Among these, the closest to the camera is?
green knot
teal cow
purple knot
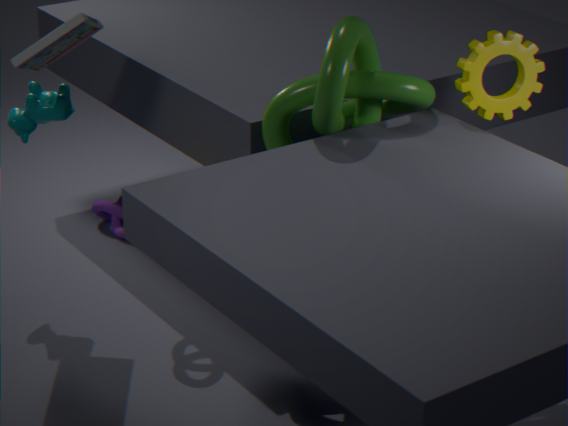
green knot
